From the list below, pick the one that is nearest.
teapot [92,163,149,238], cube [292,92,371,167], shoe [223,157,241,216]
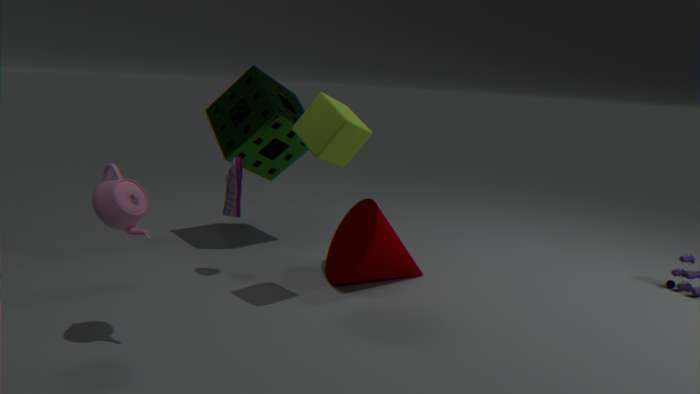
teapot [92,163,149,238]
